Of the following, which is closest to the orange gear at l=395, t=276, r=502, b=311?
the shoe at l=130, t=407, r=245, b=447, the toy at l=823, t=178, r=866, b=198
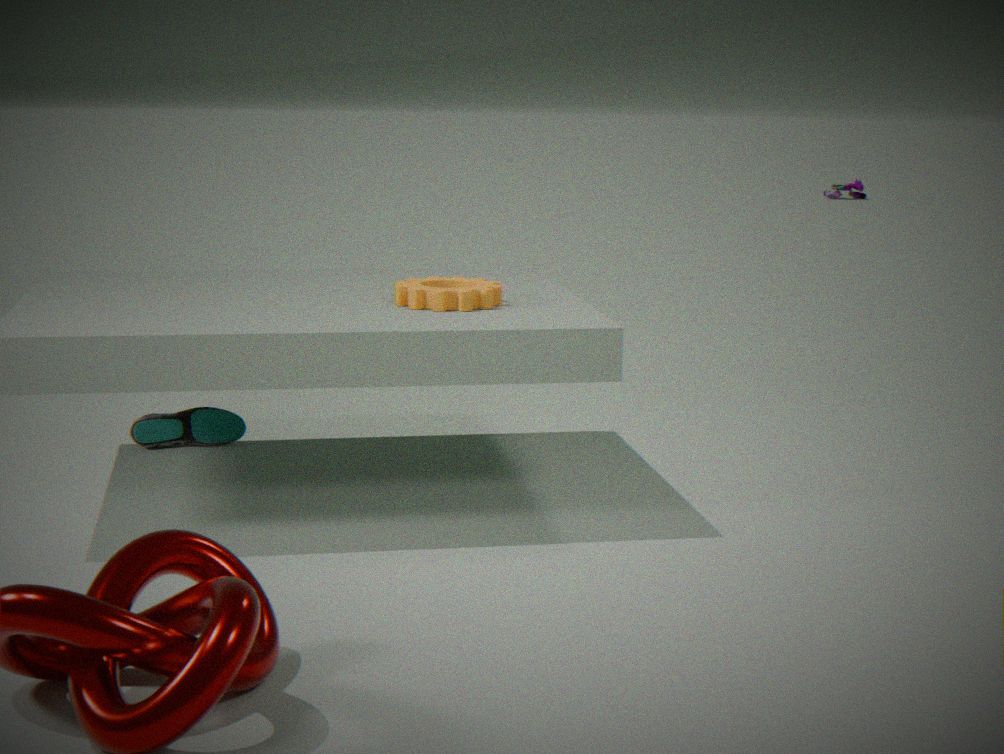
the shoe at l=130, t=407, r=245, b=447
